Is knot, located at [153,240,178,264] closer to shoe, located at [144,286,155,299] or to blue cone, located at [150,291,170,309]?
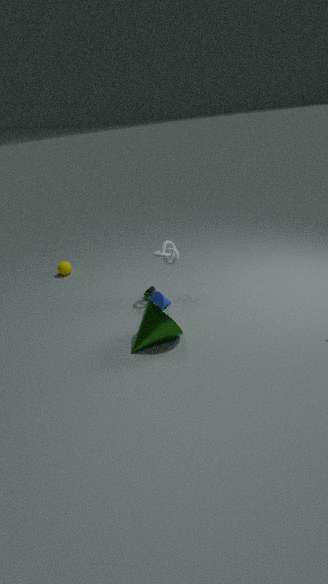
blue cone, located at [150,291,170,309]
